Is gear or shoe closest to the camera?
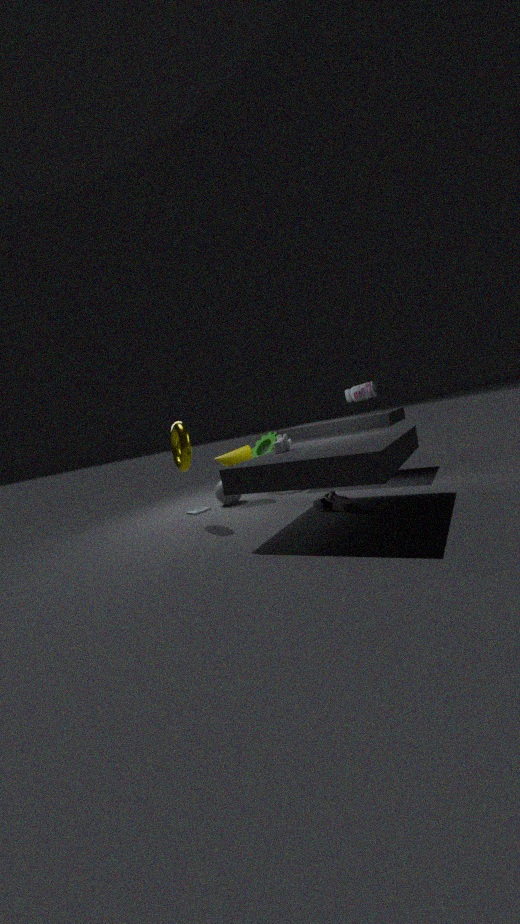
shoe
